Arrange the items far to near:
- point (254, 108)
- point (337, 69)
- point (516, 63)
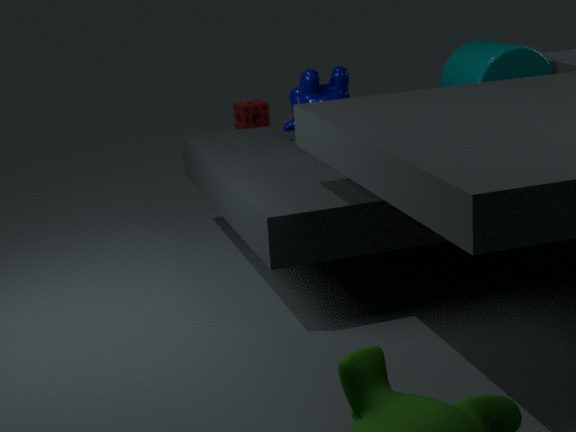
point (254, 108) → point (516, 63) → point (337, 69)
